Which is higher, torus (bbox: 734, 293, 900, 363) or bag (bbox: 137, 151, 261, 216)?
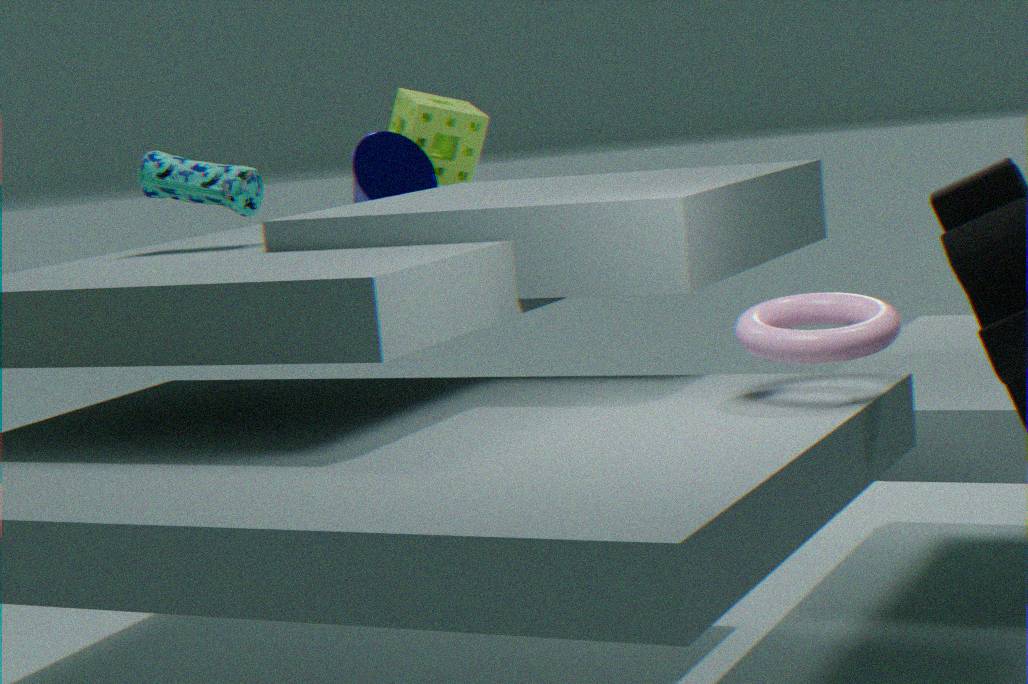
bag (bbox: 137, 151, 261, 216)
